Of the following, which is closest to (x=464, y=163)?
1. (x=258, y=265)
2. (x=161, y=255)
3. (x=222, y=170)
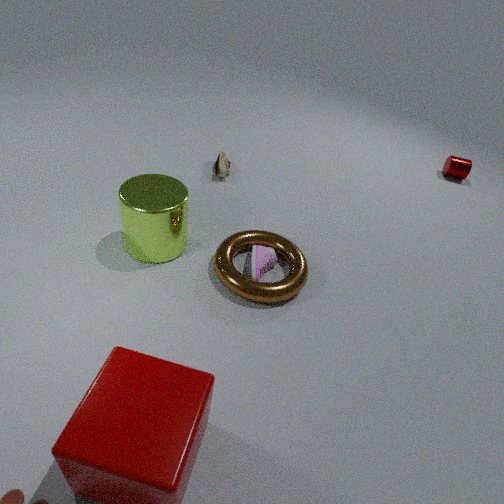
(x=222, y=170)
